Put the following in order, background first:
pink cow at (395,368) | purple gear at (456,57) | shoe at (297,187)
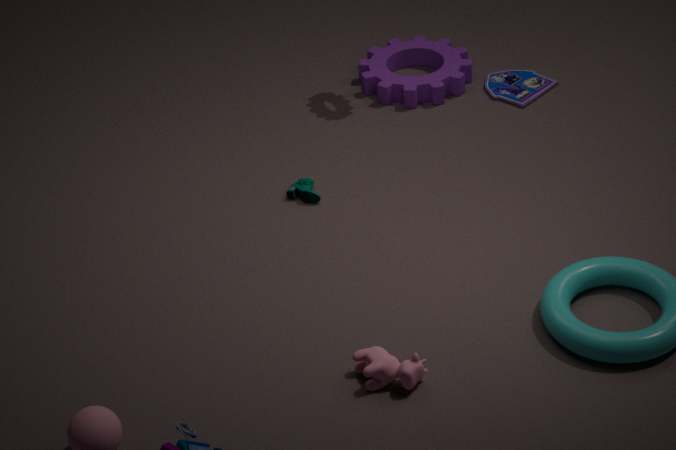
purple gear at (456,57) < shoe at (297,187) < pink cow at (395,368)
